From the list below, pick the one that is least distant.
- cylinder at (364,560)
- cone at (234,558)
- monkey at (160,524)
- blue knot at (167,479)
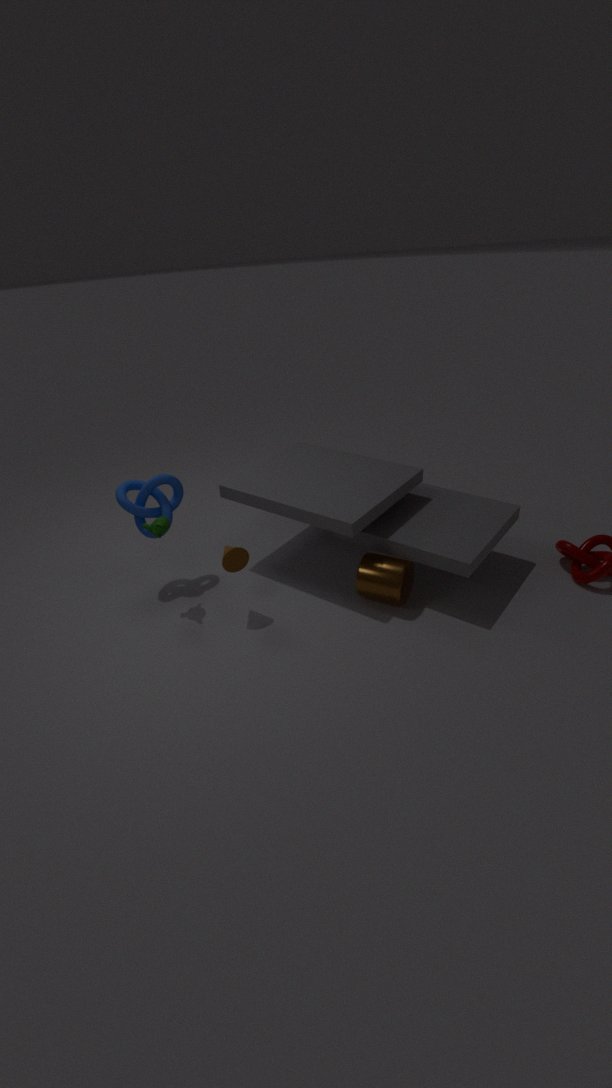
cone at (234,558)
